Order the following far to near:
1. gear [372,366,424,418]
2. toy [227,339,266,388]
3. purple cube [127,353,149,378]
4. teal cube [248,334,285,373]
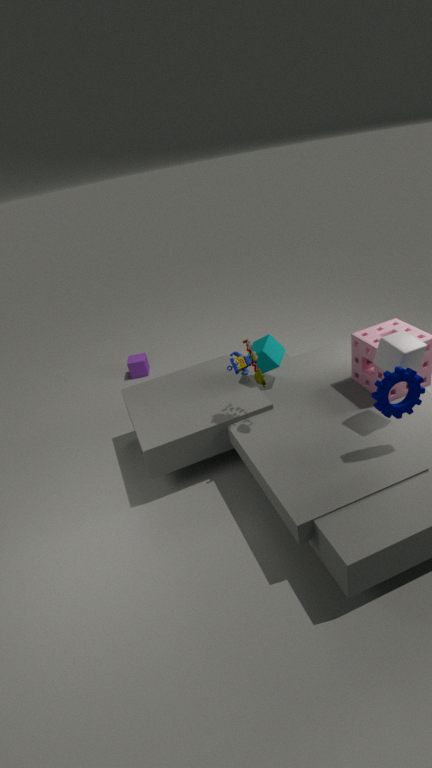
purple cube [127,353,149,378], teal cube [248,334,285,373], toy [227,339,266,388], gear [372,366,424,418]
